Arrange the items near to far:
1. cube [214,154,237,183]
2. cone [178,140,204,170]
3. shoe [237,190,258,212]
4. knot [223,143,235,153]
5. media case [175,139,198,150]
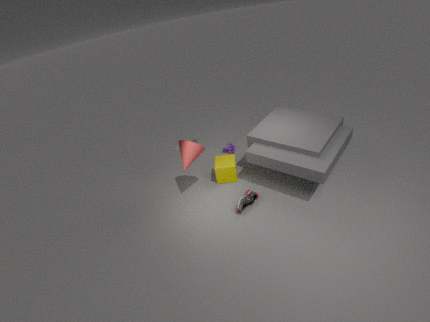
cone [178,140,204,170] < shoe [237,190,258,212] < cube [214,154,237,183] < knot [223,143,235,153] < media case [175,139,198,150]
